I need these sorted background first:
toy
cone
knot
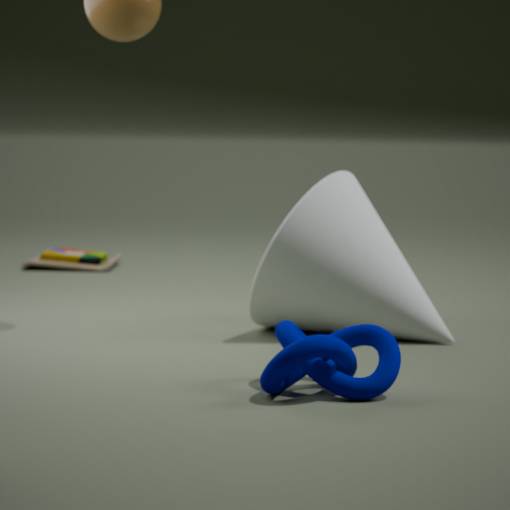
toy < cone < knot
